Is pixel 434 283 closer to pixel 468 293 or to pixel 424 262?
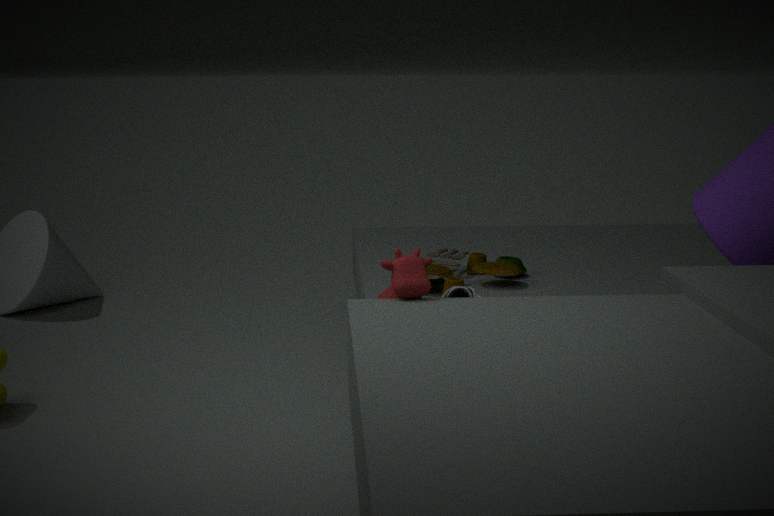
pixel 468 293
